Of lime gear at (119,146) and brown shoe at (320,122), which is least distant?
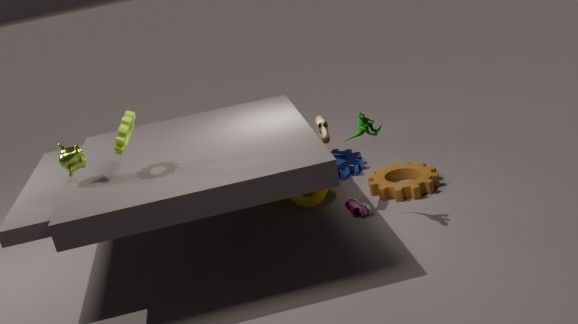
lime gear at (119,146)
